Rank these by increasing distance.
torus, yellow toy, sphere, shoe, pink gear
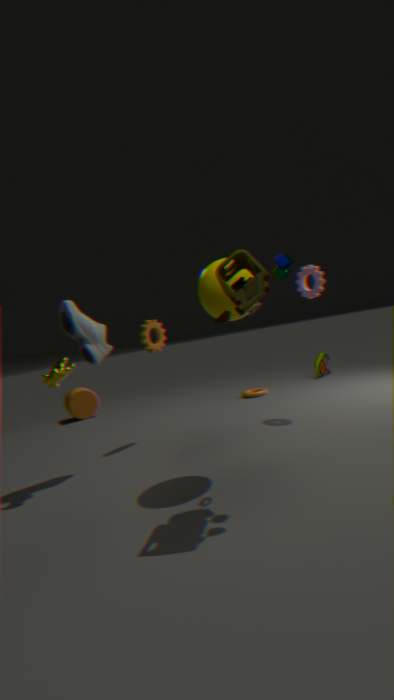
yellow toy
sphere
shoe
pink gear
torus
